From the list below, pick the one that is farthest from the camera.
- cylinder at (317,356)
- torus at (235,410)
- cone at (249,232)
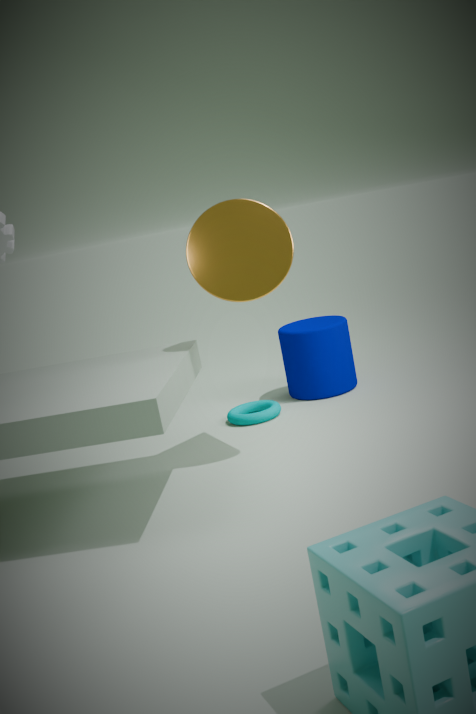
cylinder at (317,356)
